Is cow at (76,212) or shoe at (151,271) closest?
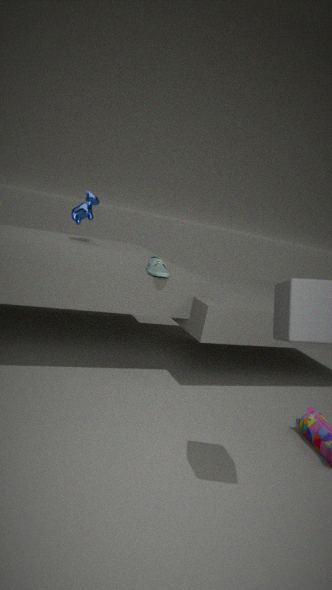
Result: shoe at (151,271)
